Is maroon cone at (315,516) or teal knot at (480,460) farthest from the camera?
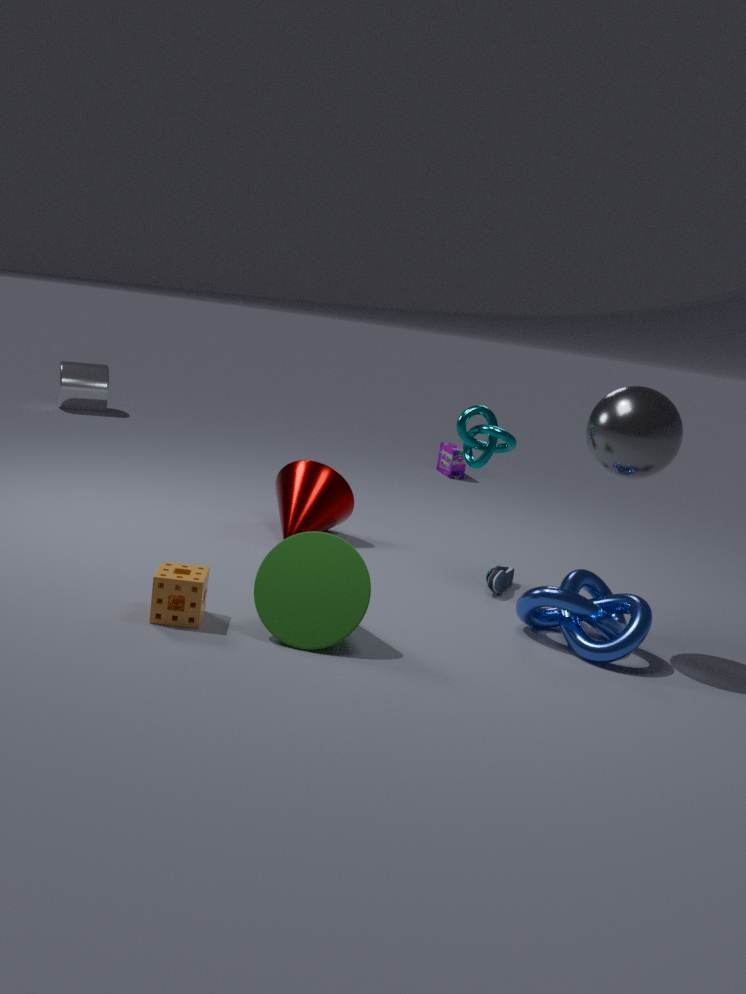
maroon cone at (315,516)
